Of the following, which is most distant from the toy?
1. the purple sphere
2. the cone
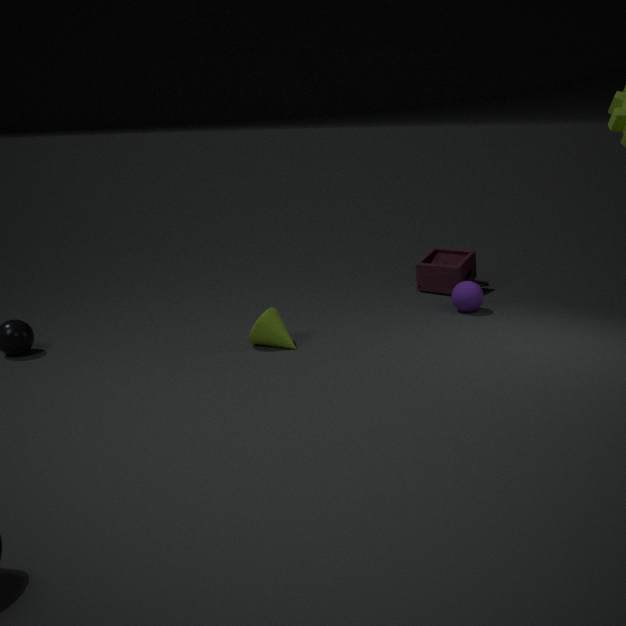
the cone
